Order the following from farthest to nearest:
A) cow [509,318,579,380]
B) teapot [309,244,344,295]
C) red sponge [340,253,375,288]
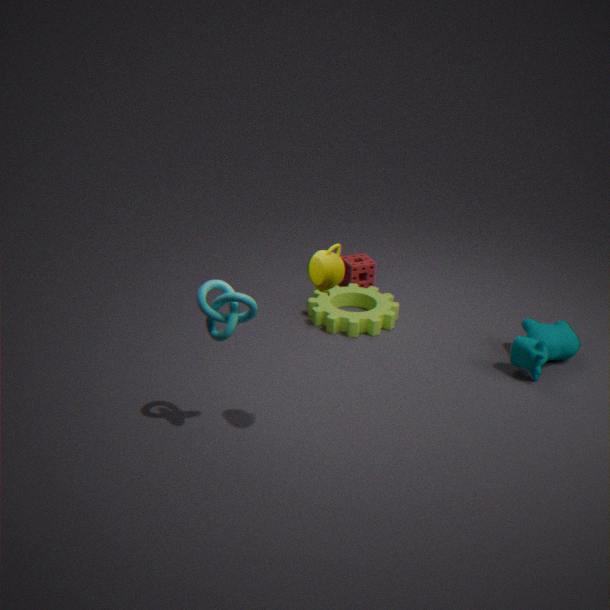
red sponge [340,253,375,288] → cow [509,318,579,380] → teapot [309,244,344,295]
